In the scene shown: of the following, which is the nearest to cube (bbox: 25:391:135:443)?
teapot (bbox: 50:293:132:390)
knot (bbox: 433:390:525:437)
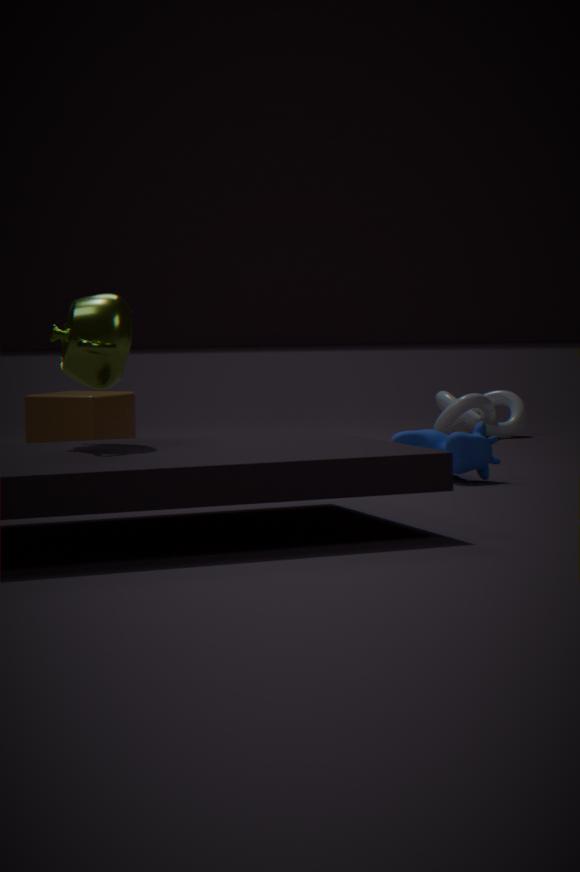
teapot (bbox: 50:293:132:390)
